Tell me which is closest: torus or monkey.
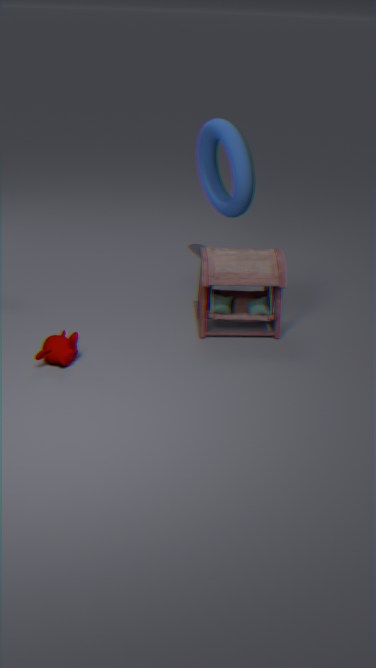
monkey
